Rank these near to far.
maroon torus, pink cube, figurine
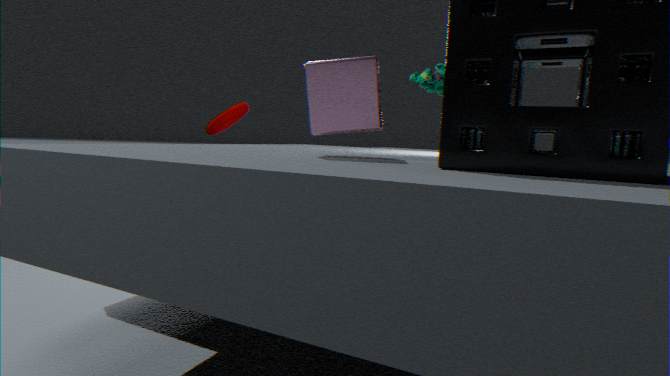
pink cube → figurine → maroon torus
